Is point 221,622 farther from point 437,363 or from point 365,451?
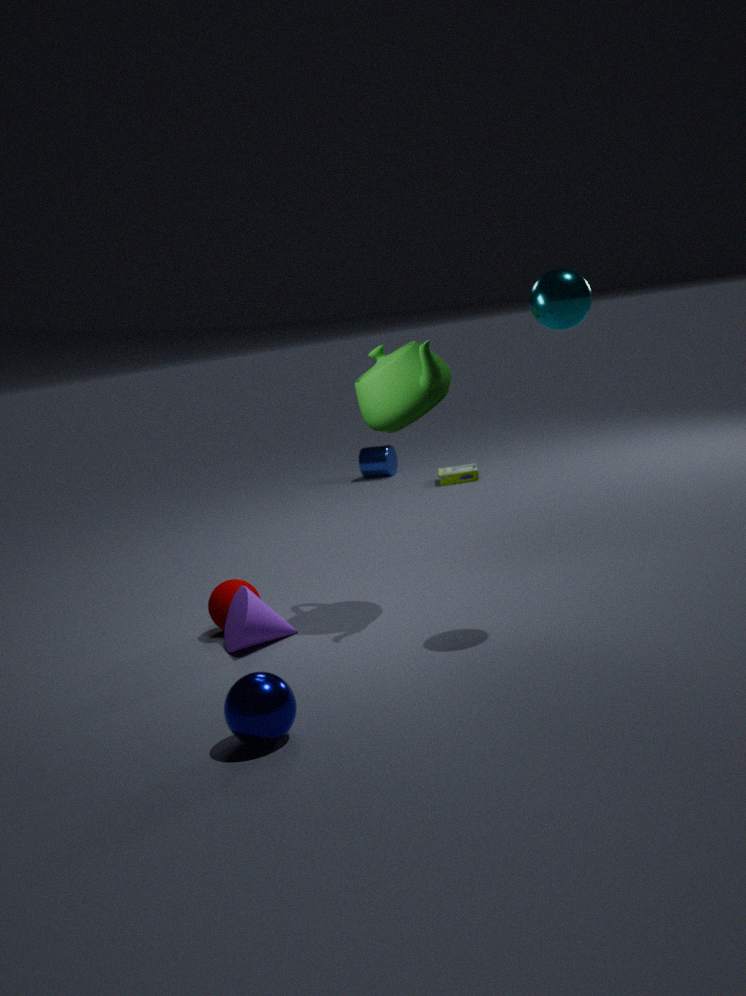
point 365,451
